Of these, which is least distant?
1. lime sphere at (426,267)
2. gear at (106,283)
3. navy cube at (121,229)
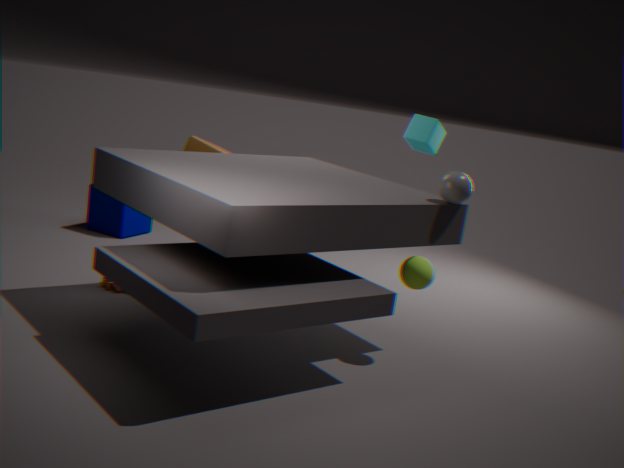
lime sphere at (426,267)
